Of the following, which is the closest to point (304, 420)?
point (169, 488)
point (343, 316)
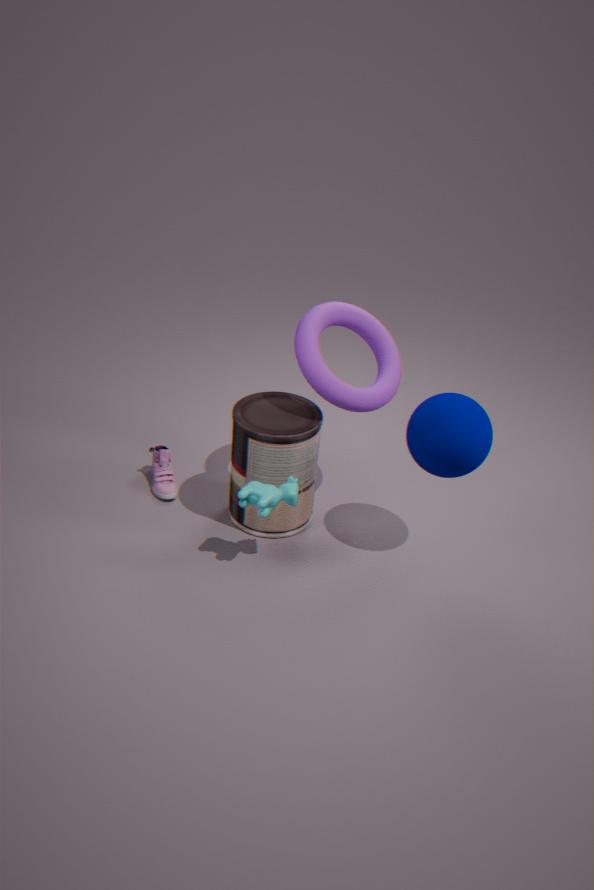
point (343, 316)
